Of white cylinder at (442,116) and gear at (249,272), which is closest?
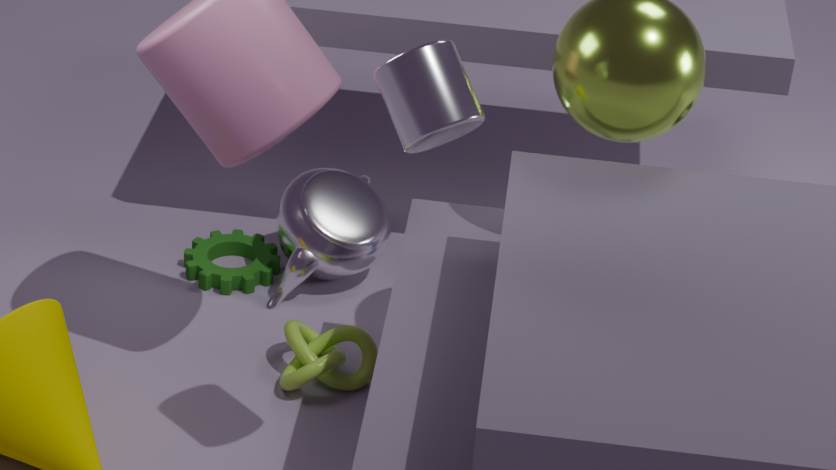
white cylinder at (442,116)
